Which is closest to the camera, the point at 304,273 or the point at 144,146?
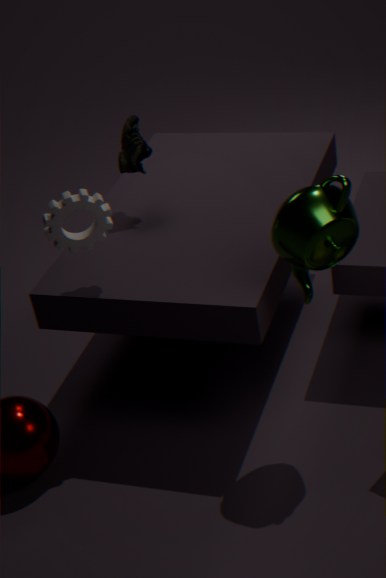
the point at 304,273
